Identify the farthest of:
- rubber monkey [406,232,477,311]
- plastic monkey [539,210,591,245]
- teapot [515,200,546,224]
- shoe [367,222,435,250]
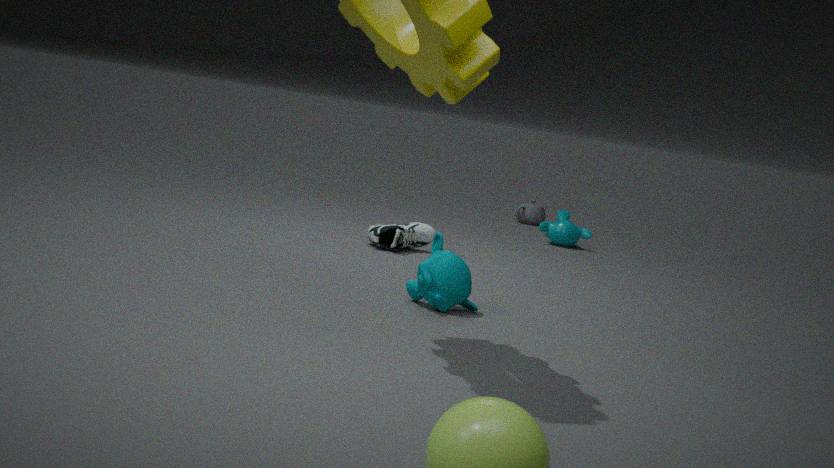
teapot [515,200,546,224]
